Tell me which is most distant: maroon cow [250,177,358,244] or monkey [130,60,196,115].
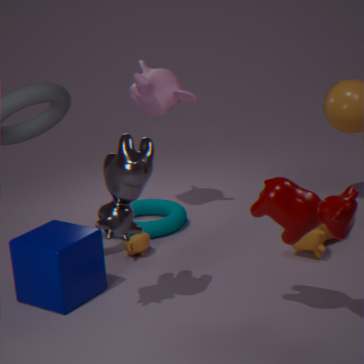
monkey [130,60,196,115]
